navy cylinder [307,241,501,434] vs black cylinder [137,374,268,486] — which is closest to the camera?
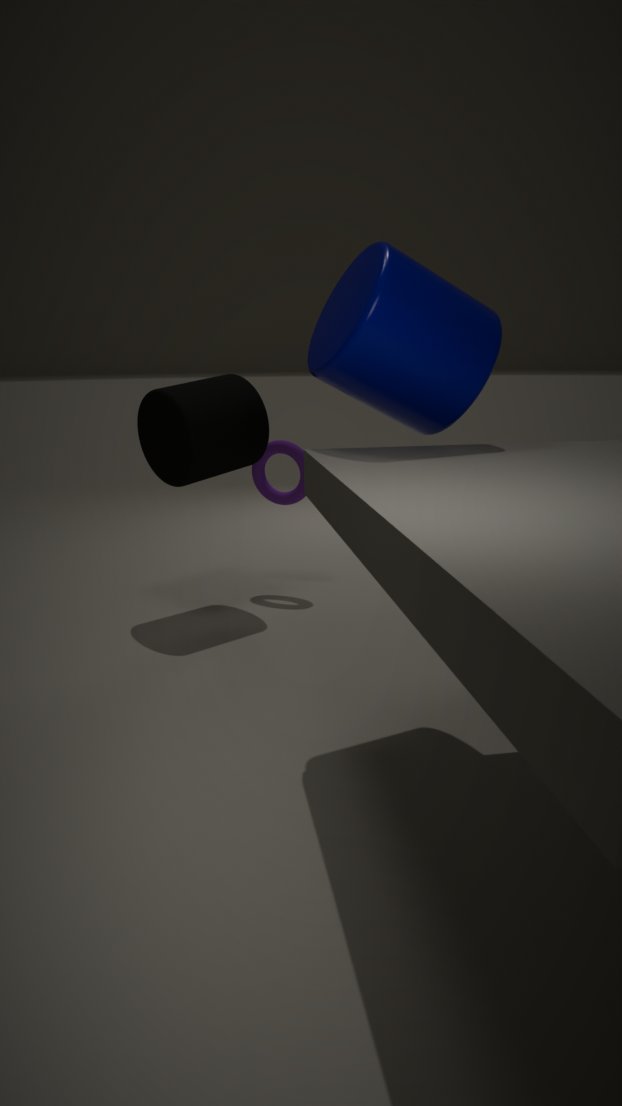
navy cylinder [307,241,501,434]
